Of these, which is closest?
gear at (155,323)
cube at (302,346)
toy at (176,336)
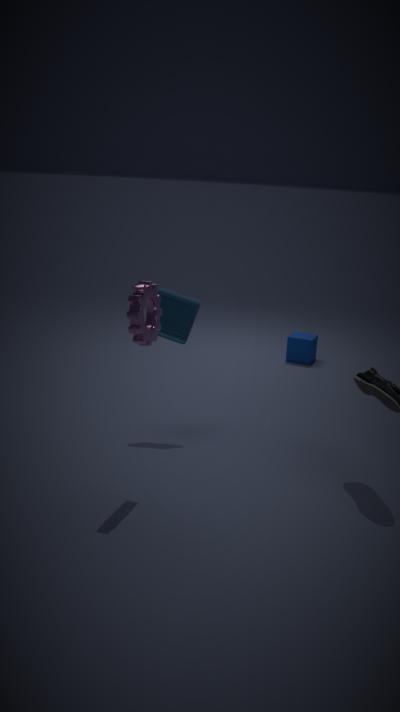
gear at (155,323)
